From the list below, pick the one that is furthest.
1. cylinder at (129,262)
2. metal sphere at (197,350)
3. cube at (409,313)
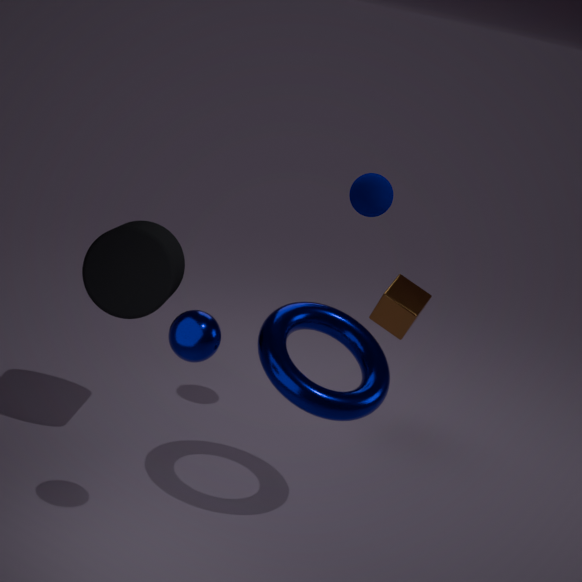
cube at (409,313)
